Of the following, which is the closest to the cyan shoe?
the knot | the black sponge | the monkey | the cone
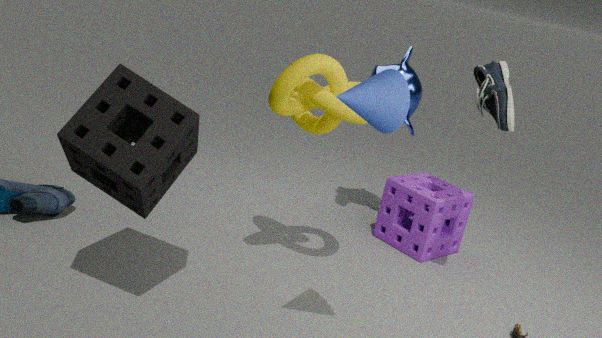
the monkey
